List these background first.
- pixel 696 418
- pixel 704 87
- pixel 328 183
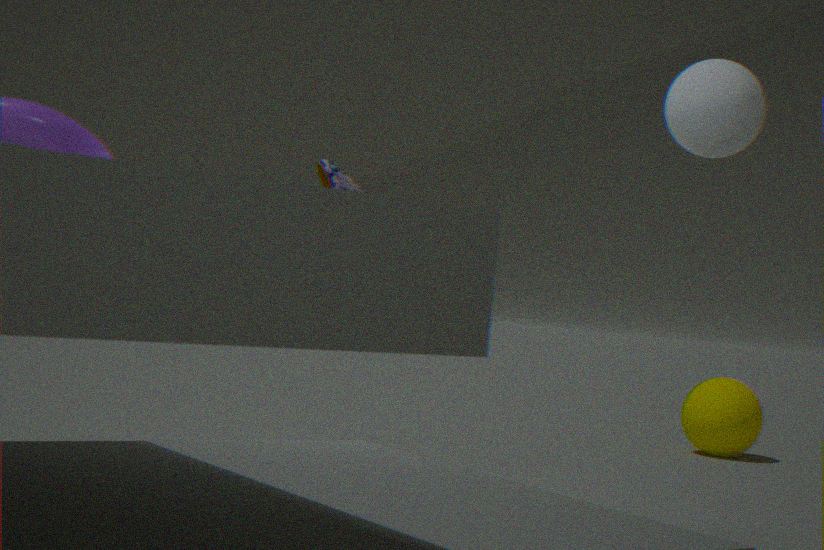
pixel 696 418 → pixel 328 183 → pixel 704 87
